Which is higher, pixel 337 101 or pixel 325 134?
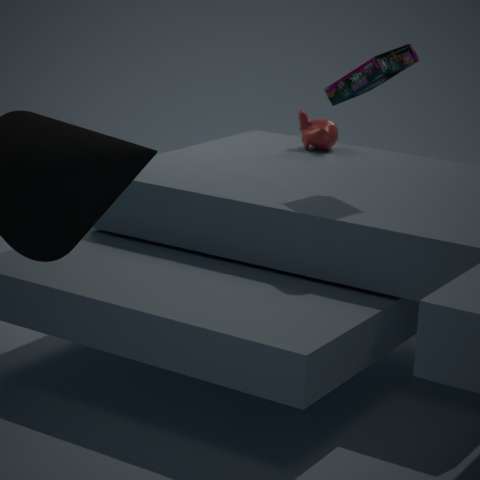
pixel 337 101
